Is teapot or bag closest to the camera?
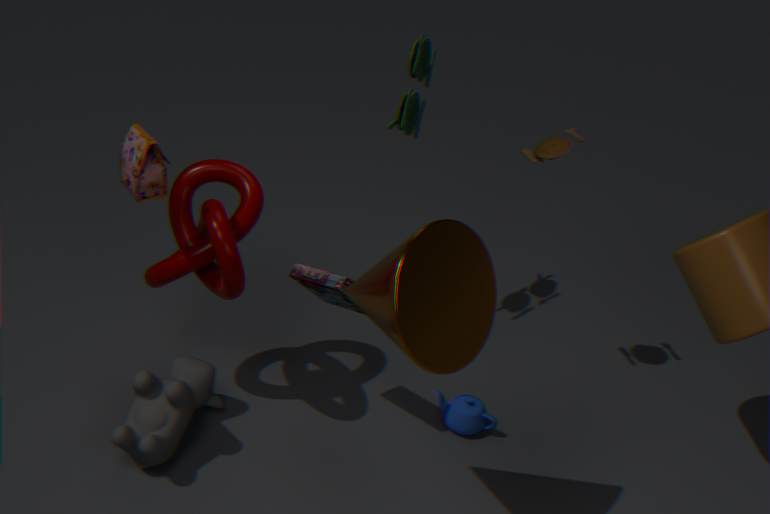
bag
